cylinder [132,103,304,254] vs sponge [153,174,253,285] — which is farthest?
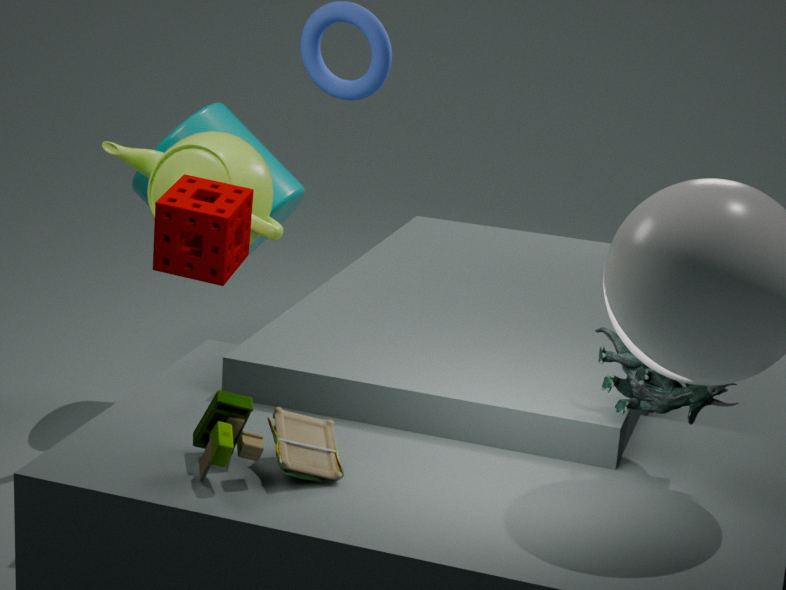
cylinder [132,103,304,254]
